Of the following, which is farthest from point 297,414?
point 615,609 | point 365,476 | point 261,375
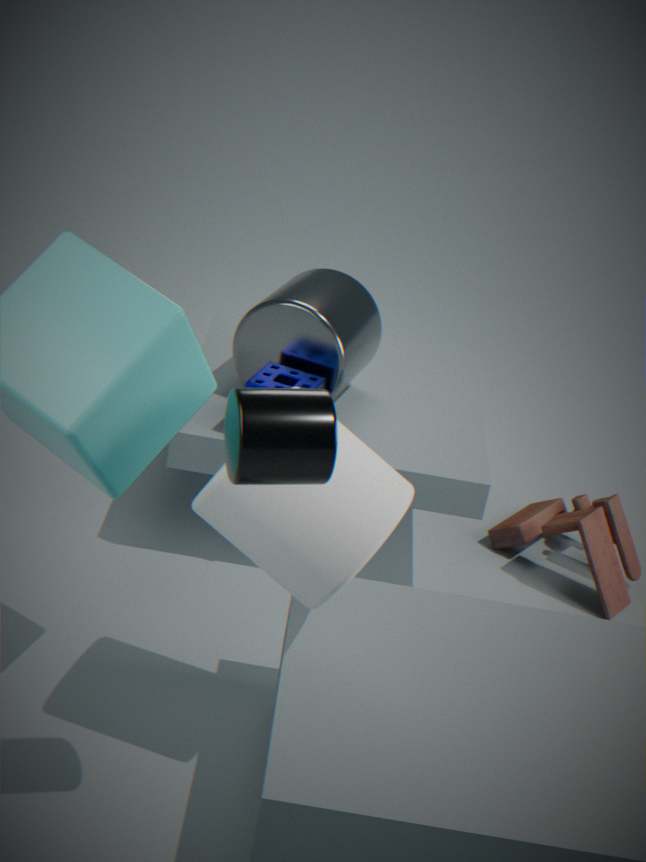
point 615,609
